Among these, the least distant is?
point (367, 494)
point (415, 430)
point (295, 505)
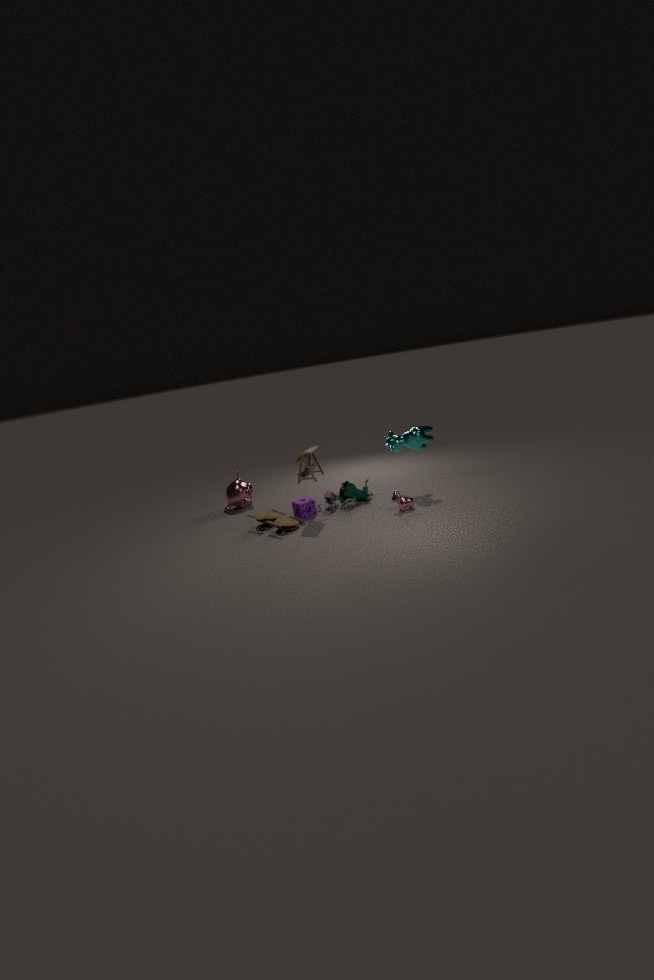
point (415, 430)
